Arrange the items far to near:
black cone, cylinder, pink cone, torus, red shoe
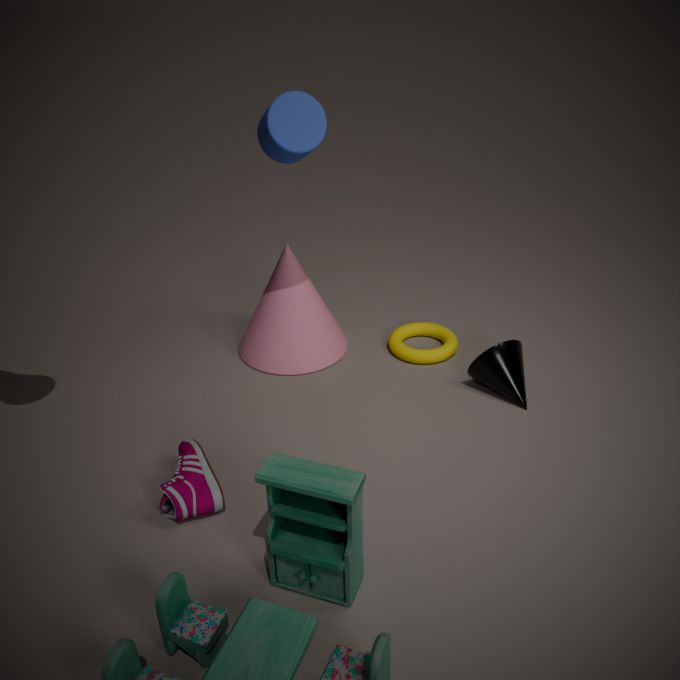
torus < pink cone < black cone < cylinder < red shoe
